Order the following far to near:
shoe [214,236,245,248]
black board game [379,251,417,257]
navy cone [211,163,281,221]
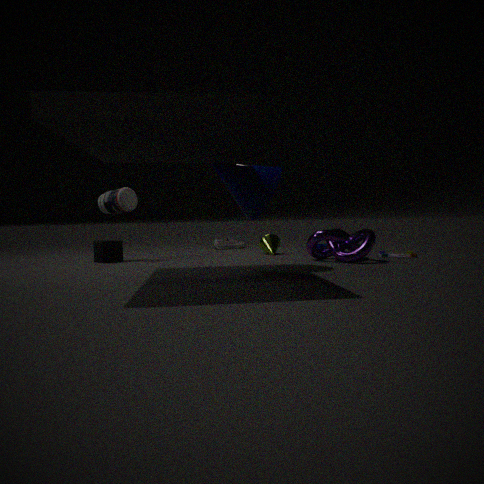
shoe [214,236,245,248], black board game [379,251,417,257], navy cone [211,163,281,221]
